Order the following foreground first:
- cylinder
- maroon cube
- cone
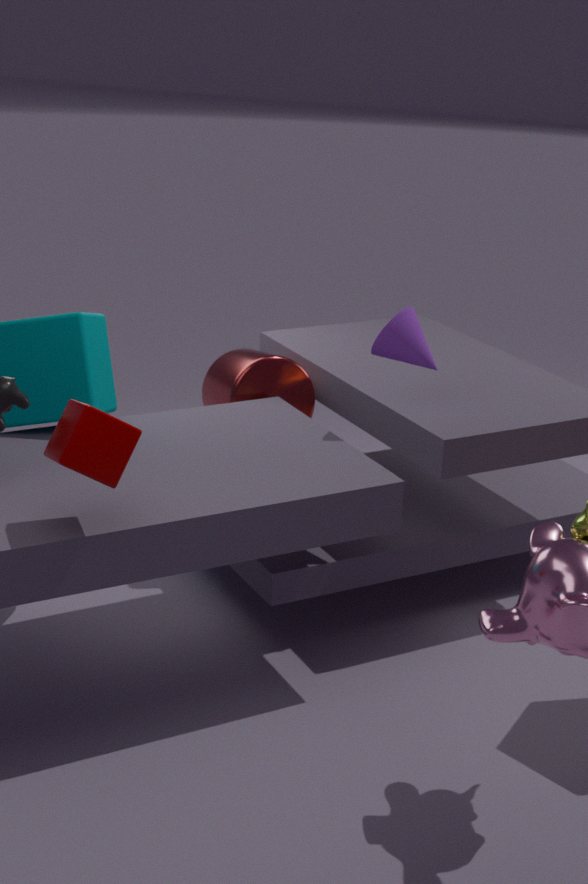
maroon cube < cone < cylinder
